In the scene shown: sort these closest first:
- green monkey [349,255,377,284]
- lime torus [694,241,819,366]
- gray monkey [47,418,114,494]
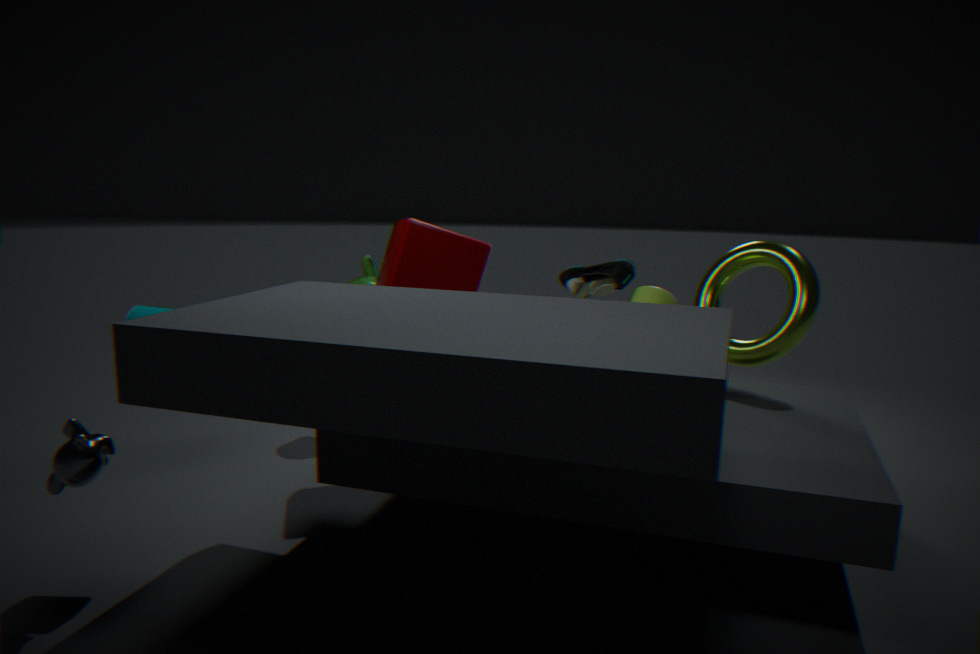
1. gray monkey [47,418,114,494]
2. lime torus [694,241,819,366]
3. green monkey [349,255,377,284]
